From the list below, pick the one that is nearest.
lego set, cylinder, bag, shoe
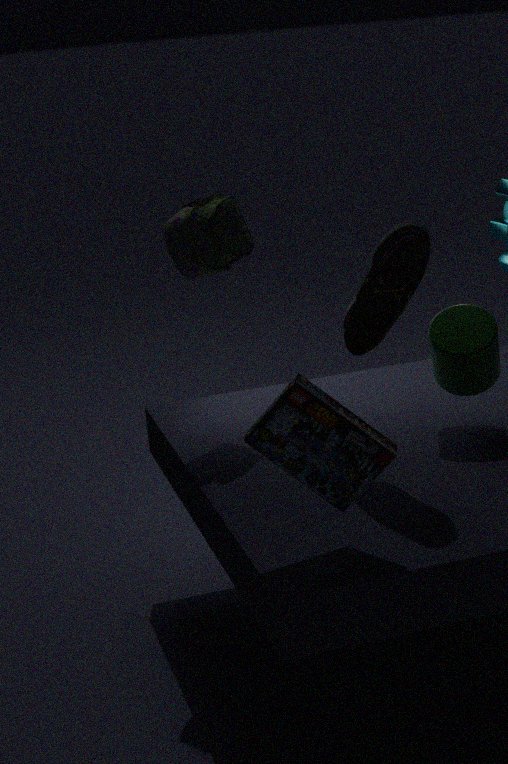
lego set
